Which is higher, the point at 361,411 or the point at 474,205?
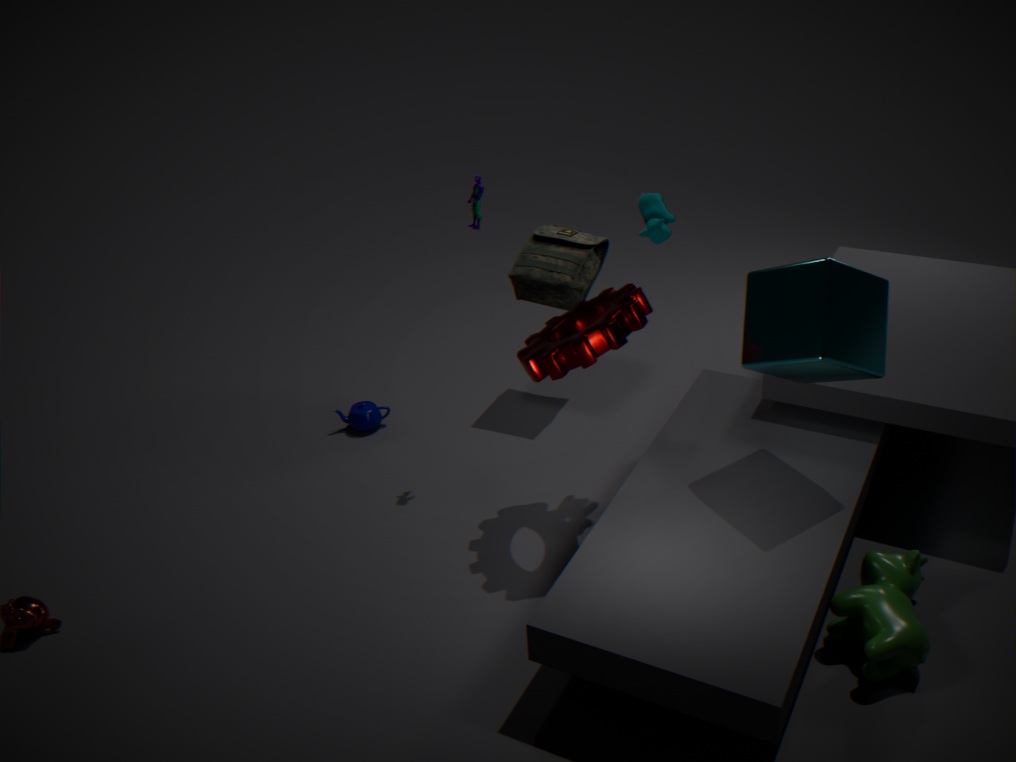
the point at 474,205
